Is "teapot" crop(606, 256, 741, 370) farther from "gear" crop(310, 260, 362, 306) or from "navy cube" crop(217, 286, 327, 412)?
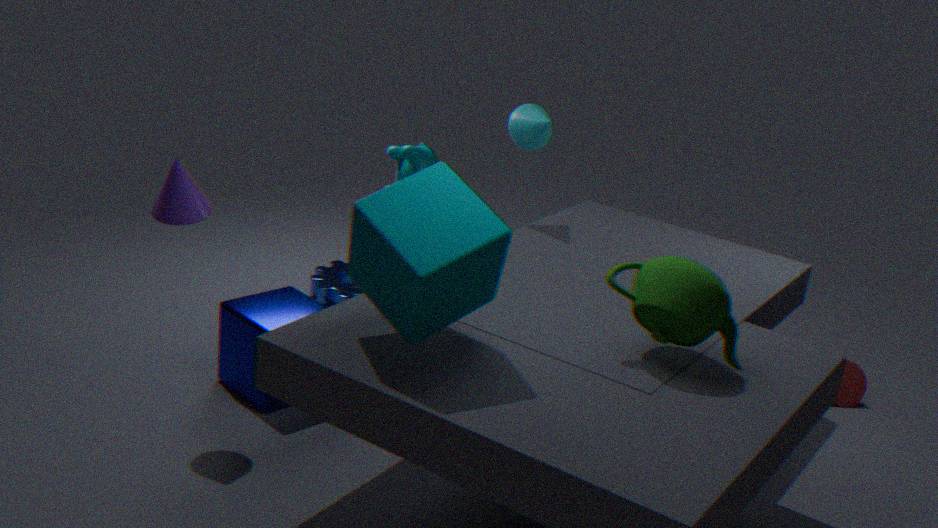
"gear" crop(310, 260, 362, 306)
